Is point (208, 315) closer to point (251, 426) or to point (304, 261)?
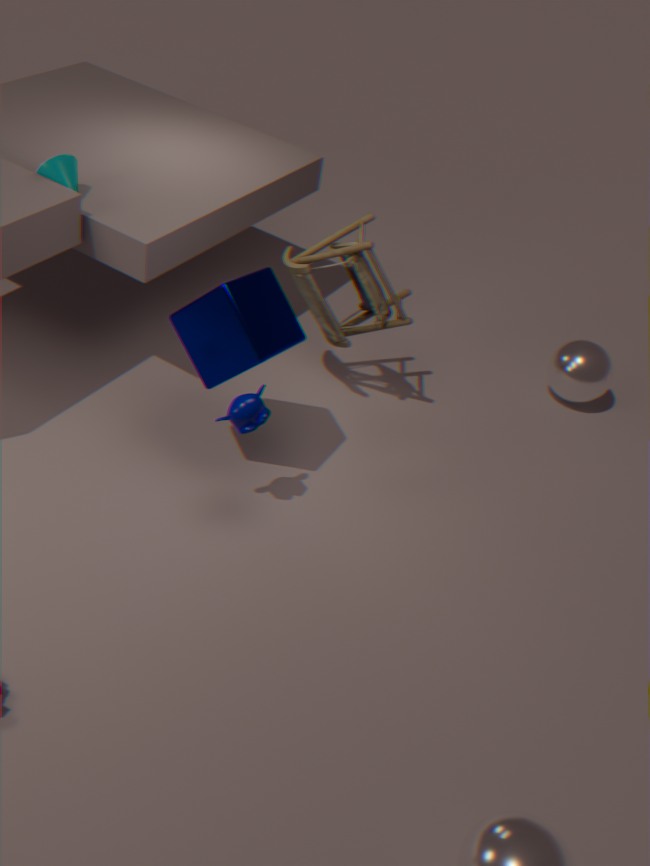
point (251, 426)
